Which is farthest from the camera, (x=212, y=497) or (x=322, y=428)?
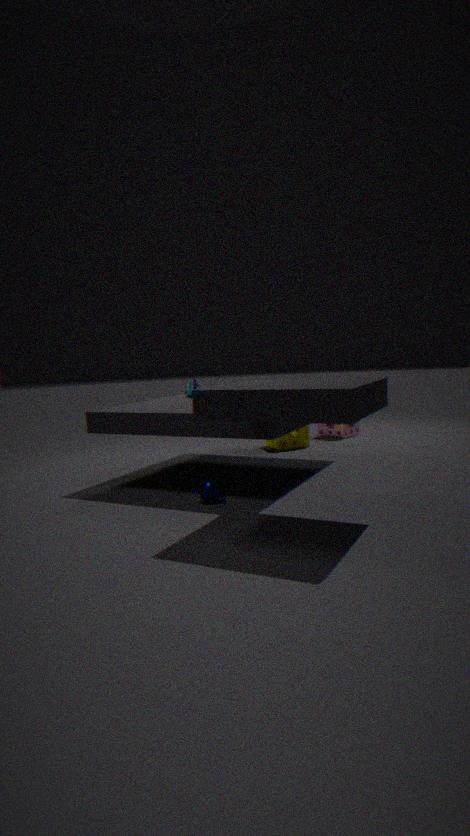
(x=322, y=428)
